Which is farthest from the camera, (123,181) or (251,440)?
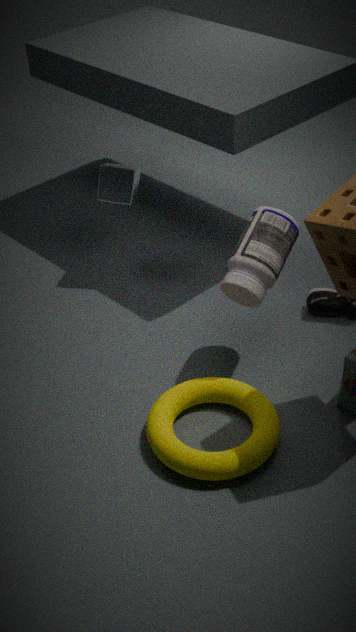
(123,181)
